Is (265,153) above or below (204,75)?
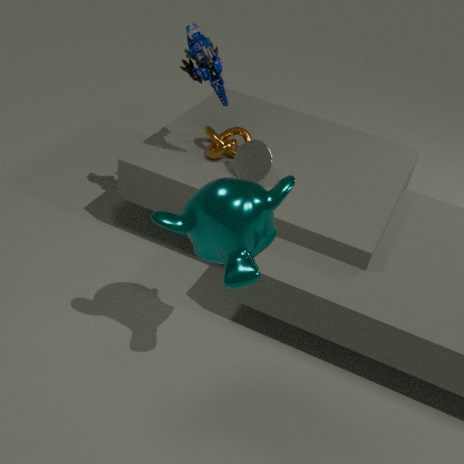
below
